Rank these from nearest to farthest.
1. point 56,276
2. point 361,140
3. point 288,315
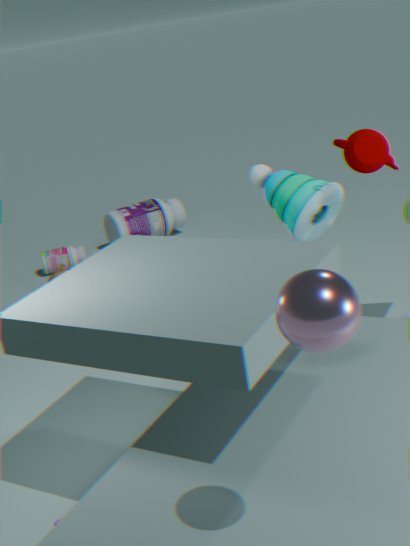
point 288,315 < point 361,140 < point 56,276
